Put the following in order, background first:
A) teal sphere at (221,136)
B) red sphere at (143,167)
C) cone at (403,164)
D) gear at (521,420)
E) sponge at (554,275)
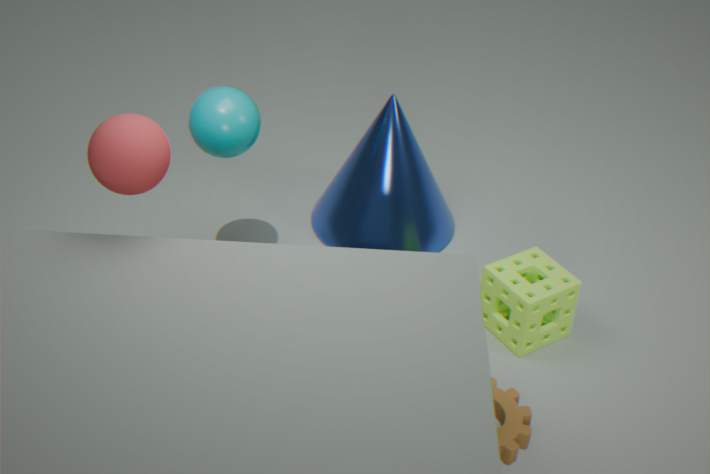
C. cone at (403,164) → E. sponge at (554,275) → A. teal sphere at (221,136) → D. gear at (521,420) → B. red sphere at (143,167)
